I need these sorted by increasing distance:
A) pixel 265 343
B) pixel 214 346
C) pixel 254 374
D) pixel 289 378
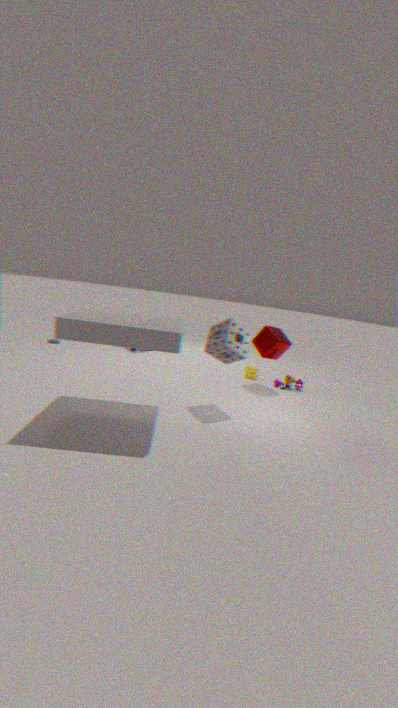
1. pixel 214 346
2. pixel 265 343
3. pixel 289 378
4. pixel 254 374
